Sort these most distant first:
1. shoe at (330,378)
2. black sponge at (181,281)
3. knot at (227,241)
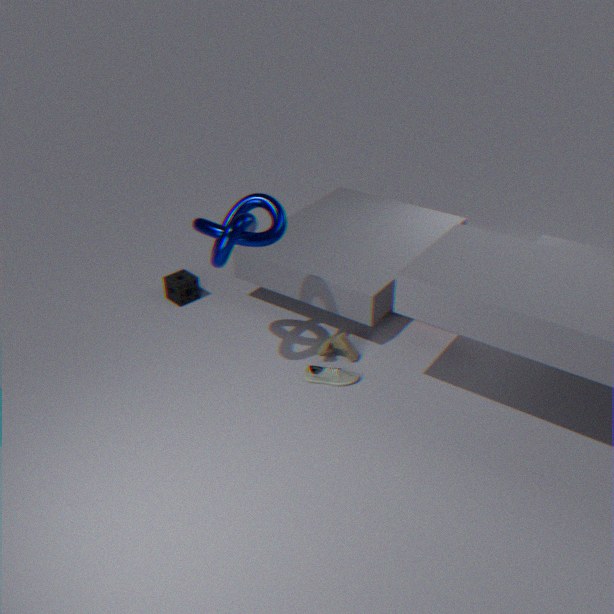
black sponge at (181,281)
shoe at (330,378)
knot at (227,241)
